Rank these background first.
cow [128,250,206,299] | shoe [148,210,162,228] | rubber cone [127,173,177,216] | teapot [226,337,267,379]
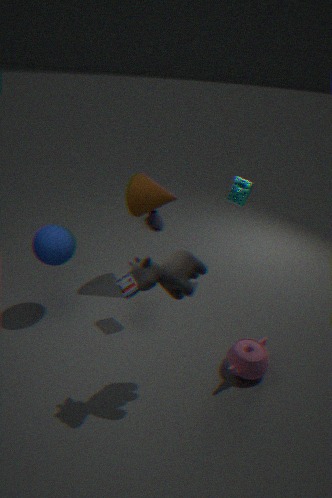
shoe [148,210,162,228], rubber cone [127,173,177,216], teapot [226,337,267,379], cow [128,250,206,299]
